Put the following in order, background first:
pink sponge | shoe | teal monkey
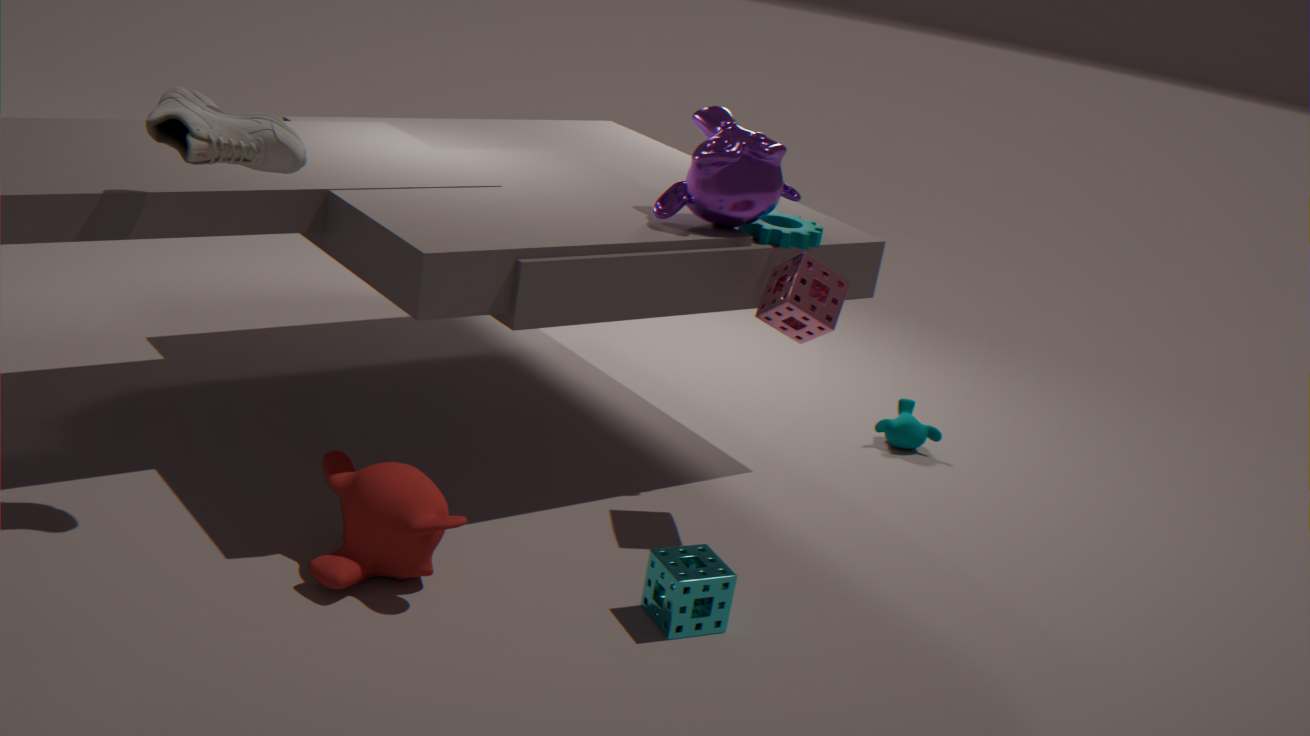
teal monkey
pink sponge
shoe
